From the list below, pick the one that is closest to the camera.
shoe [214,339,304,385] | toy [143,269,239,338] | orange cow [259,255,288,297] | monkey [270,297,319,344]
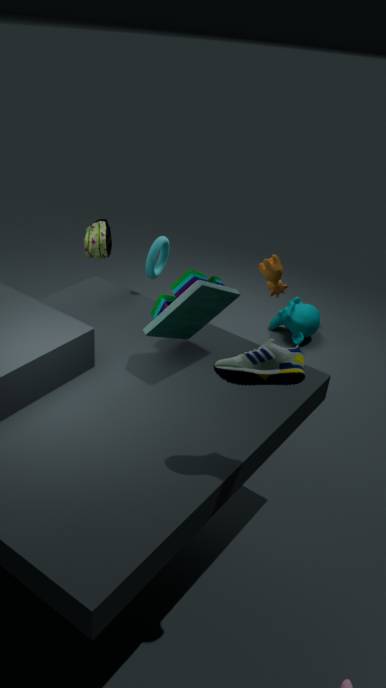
shoe [214,339,304,385]
